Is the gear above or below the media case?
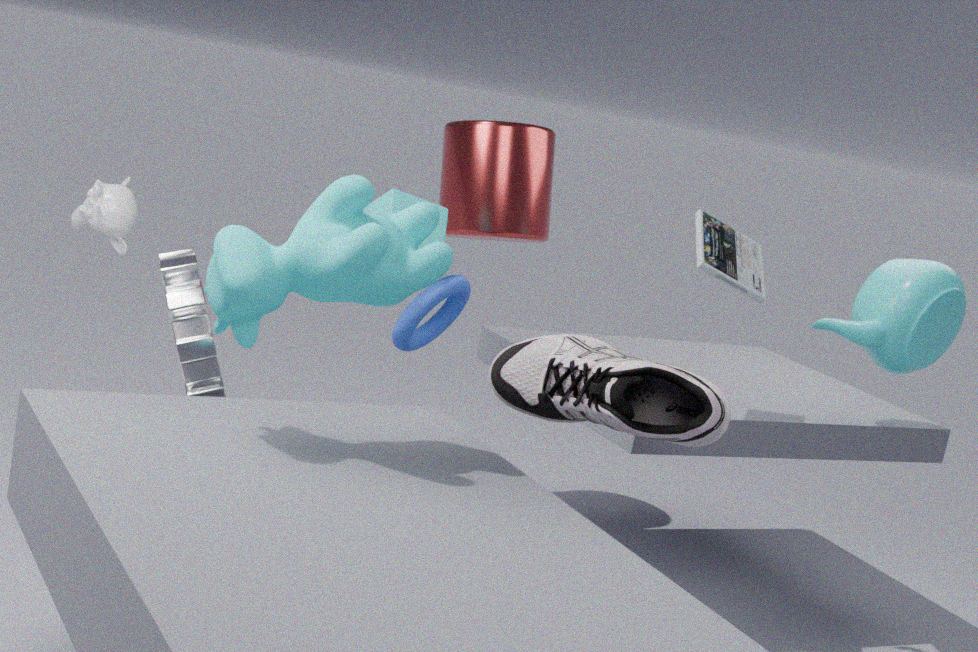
below
